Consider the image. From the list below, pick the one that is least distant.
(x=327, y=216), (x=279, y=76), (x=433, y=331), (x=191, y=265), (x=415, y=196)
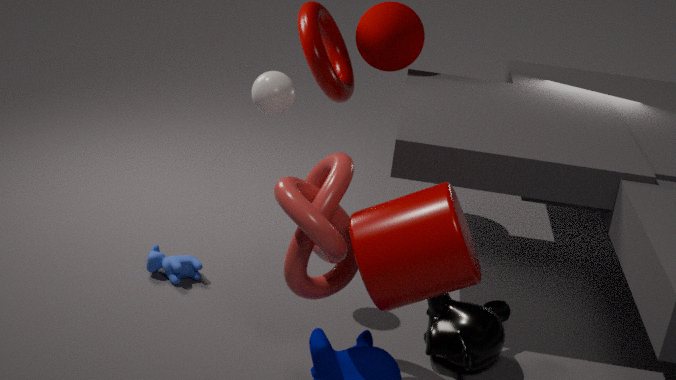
(x=415, y=196)
